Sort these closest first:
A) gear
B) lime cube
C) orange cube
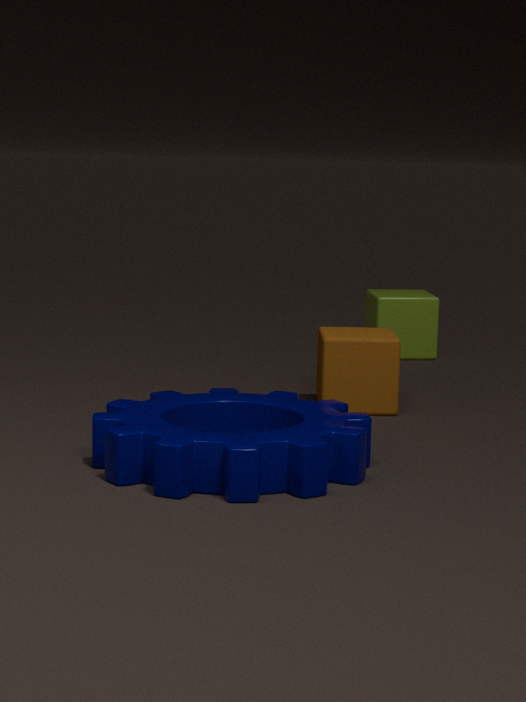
1. gear
2. orange cube
3. lime cube
